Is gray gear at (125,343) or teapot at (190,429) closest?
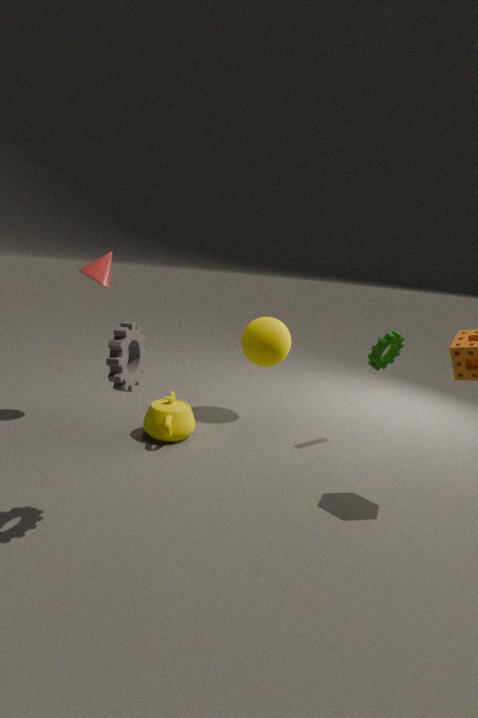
gray gear at (125,343)
